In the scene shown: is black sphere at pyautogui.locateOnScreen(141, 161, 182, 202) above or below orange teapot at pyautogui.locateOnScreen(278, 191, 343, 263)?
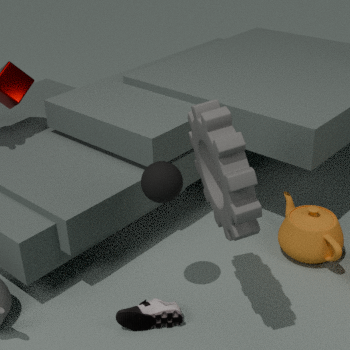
above
